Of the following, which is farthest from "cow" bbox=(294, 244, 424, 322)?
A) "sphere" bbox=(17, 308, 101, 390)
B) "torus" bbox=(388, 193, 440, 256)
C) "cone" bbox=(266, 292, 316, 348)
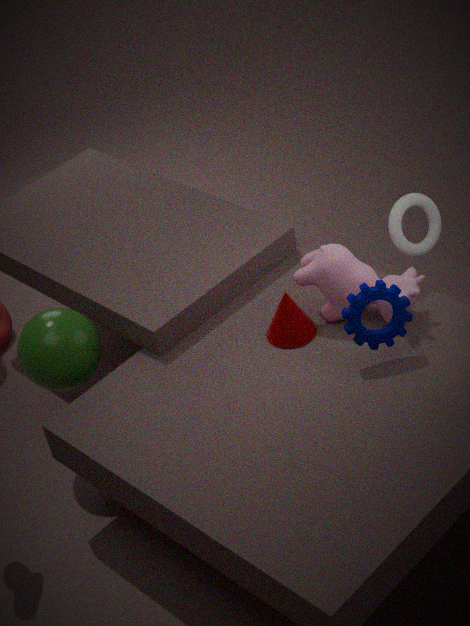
"sphere" bbox=(17, 308, 101, 390)
